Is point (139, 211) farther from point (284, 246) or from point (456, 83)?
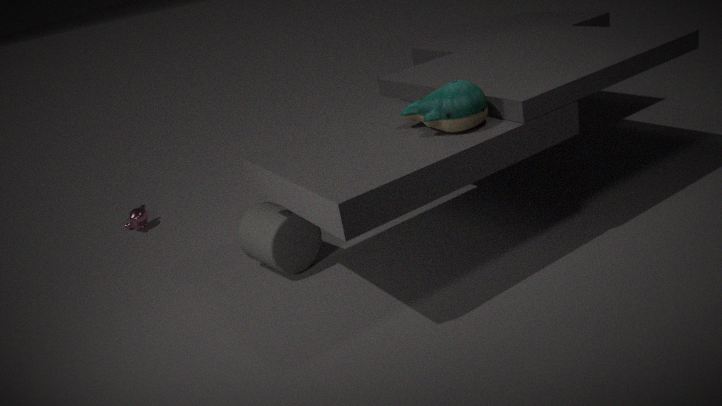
point (456, 83)
